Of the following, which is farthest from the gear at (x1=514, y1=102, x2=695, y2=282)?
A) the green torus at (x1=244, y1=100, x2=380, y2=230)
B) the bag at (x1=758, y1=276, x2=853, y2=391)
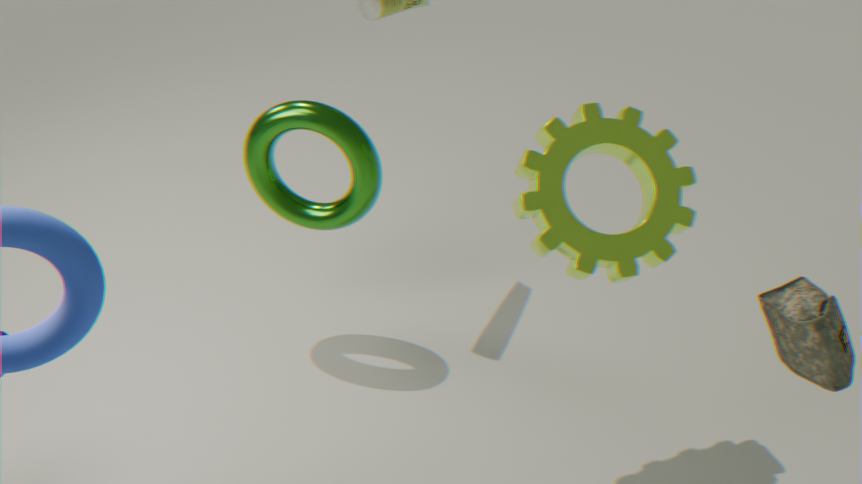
the green torus at (x1=244, y1=100, x2=380, y2=230)
